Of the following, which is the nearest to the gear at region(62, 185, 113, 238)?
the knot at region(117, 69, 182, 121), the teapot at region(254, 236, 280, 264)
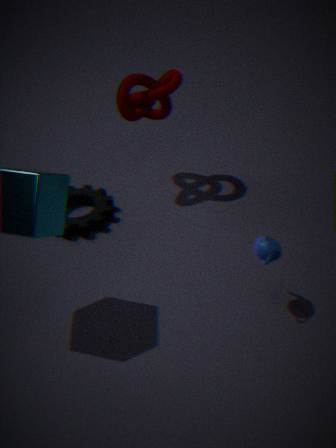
the knot at region(117, 69, 182, 121)
